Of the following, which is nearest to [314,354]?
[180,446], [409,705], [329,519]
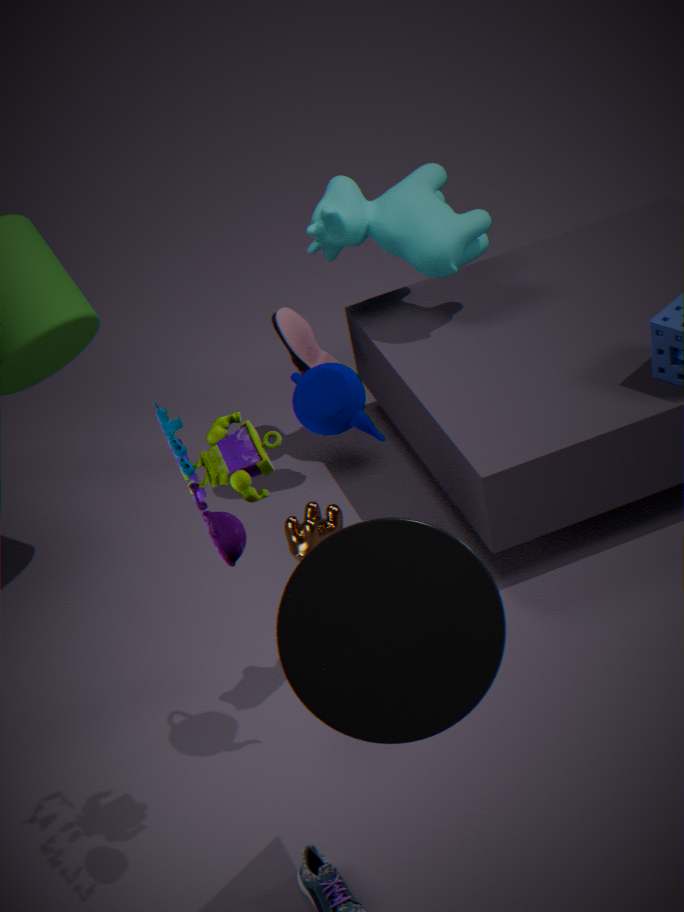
[329,519]
